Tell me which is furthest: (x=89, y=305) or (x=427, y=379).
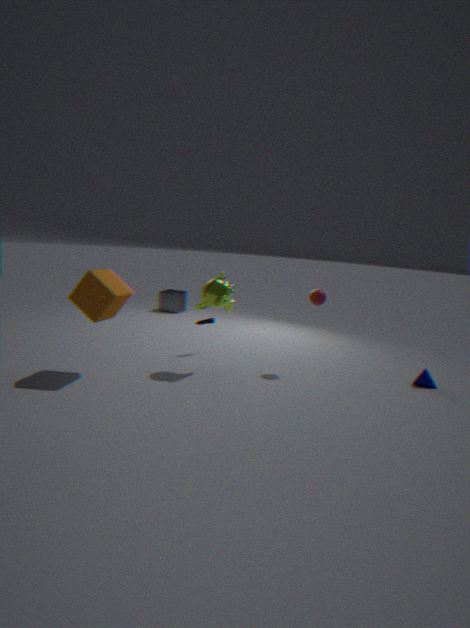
(x=427, y=379)
